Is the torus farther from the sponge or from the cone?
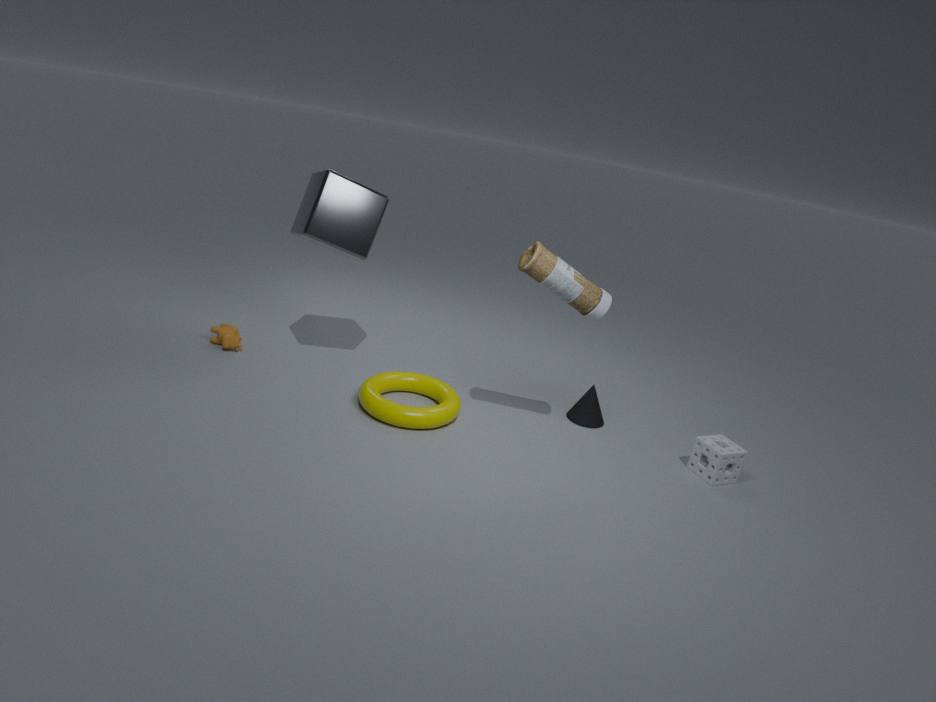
the sponge
